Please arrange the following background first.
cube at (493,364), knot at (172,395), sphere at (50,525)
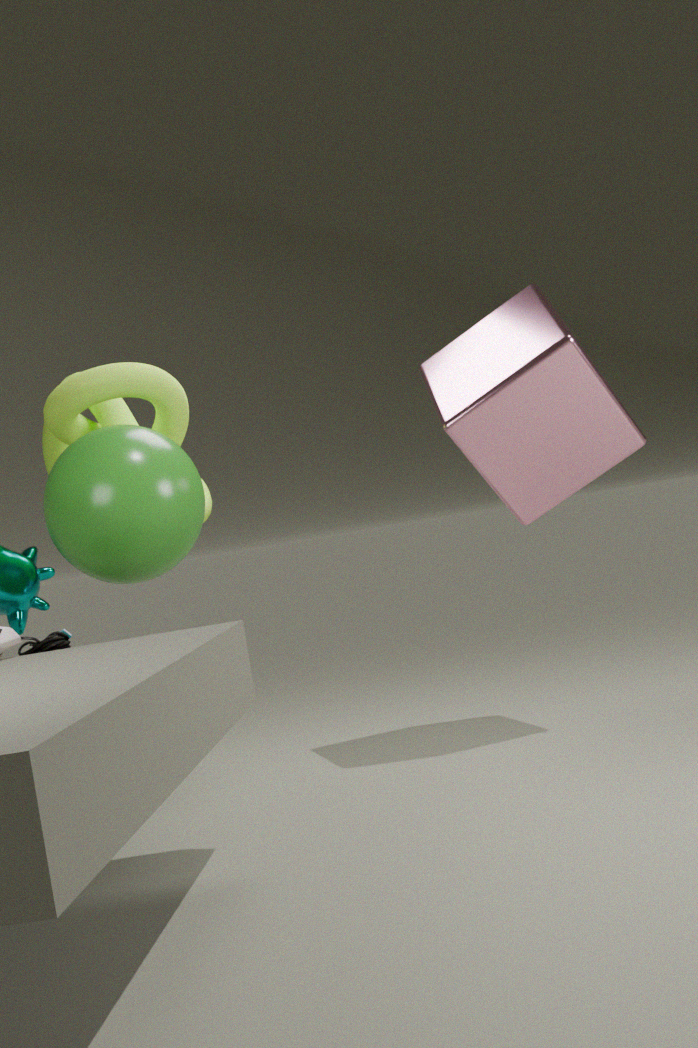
knot at (172,395) < cube at (493,364) < sphere at (50,525)
